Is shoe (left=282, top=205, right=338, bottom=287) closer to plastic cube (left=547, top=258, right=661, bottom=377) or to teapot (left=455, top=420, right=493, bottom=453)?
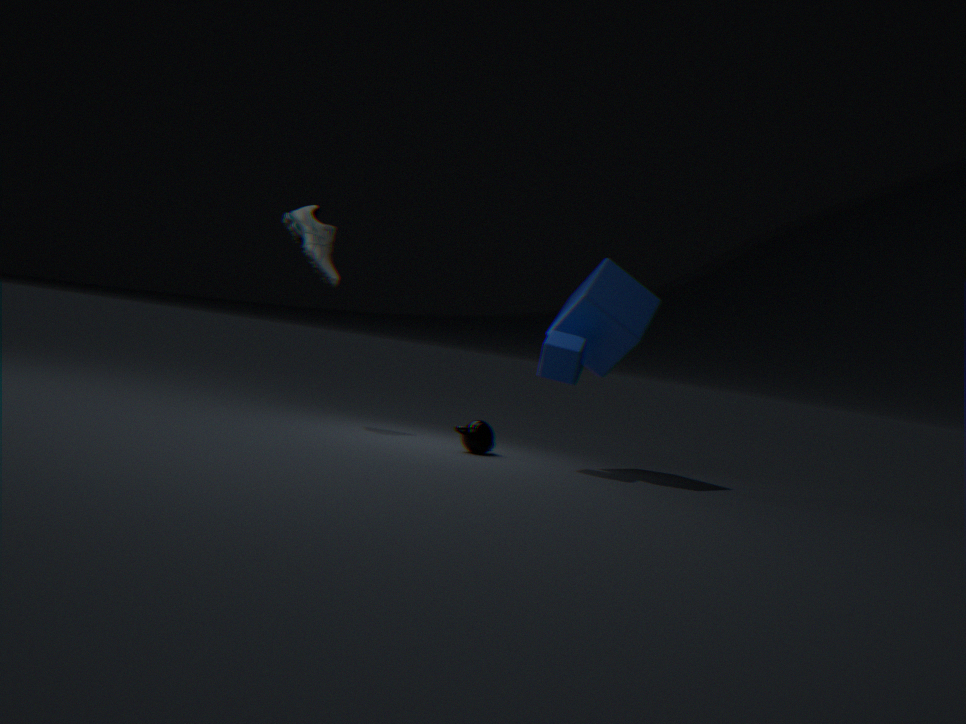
teapot (left=455, top=420, right=493, bottom=453)
